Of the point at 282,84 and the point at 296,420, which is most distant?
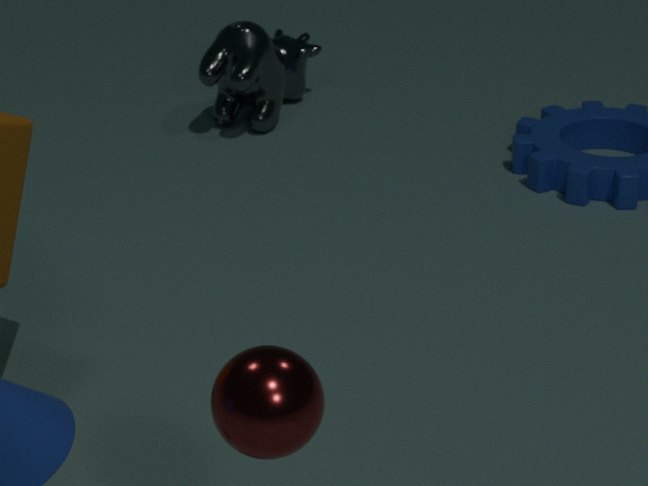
the point at 282,84
